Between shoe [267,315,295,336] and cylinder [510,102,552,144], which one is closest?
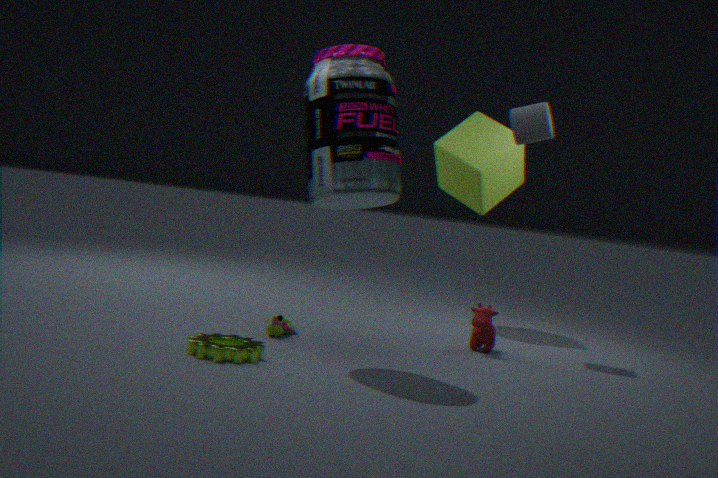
shoe [267,315,295,336]
